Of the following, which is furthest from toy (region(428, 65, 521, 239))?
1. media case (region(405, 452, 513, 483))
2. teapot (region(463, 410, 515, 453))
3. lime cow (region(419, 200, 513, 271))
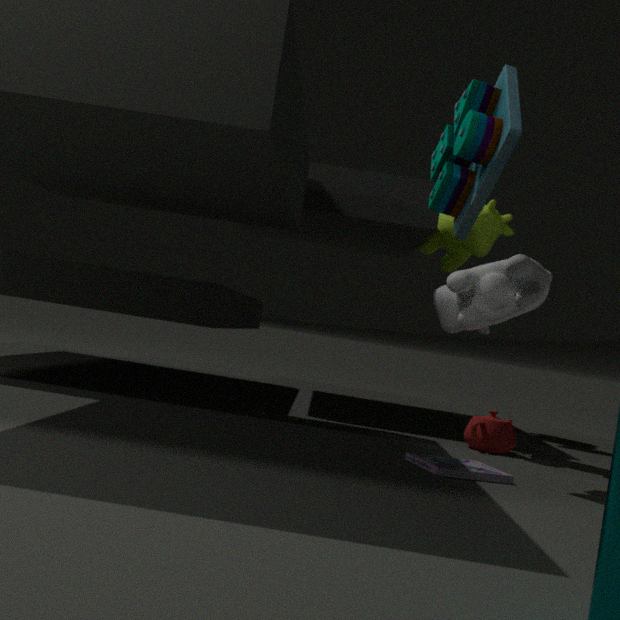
lime cow (region(419, 200, 513, 271))
